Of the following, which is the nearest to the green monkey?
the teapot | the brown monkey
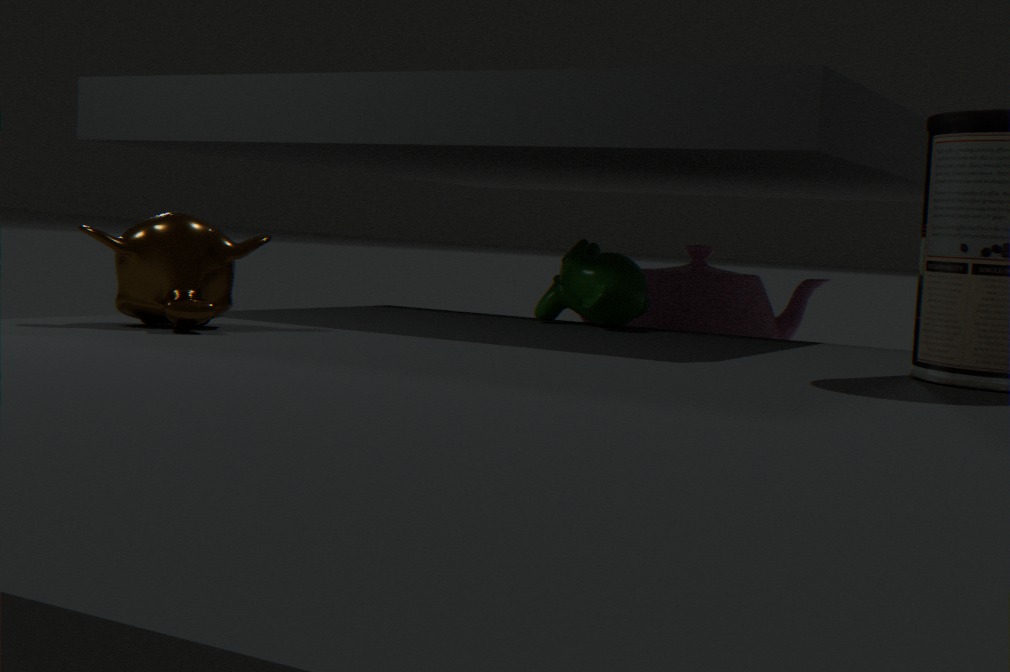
the teapot
